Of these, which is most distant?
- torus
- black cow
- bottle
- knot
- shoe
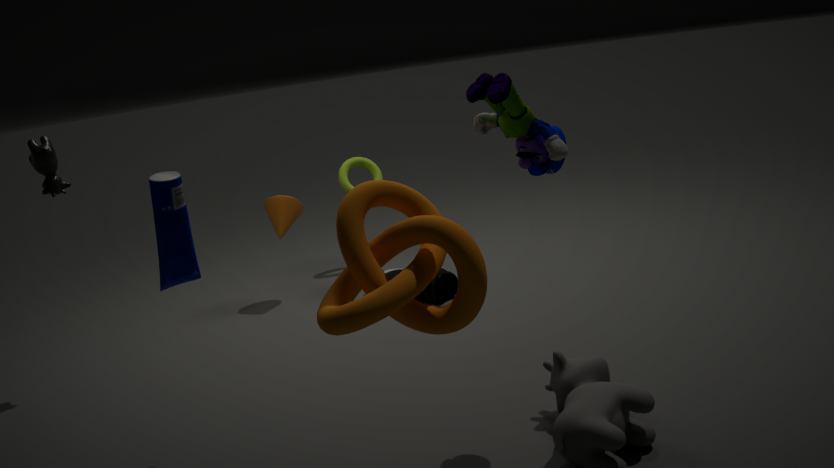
torus
